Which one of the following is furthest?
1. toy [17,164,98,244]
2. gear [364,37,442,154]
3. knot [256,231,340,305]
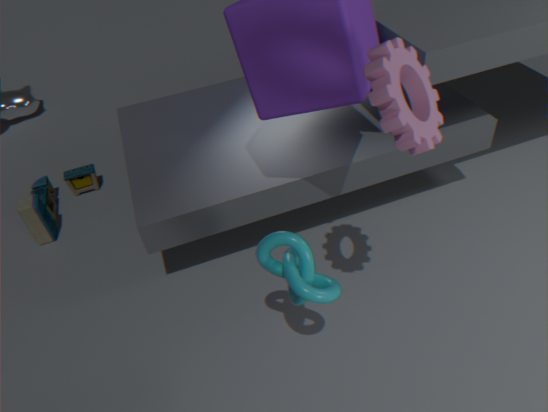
toy [17,164,98,244]
